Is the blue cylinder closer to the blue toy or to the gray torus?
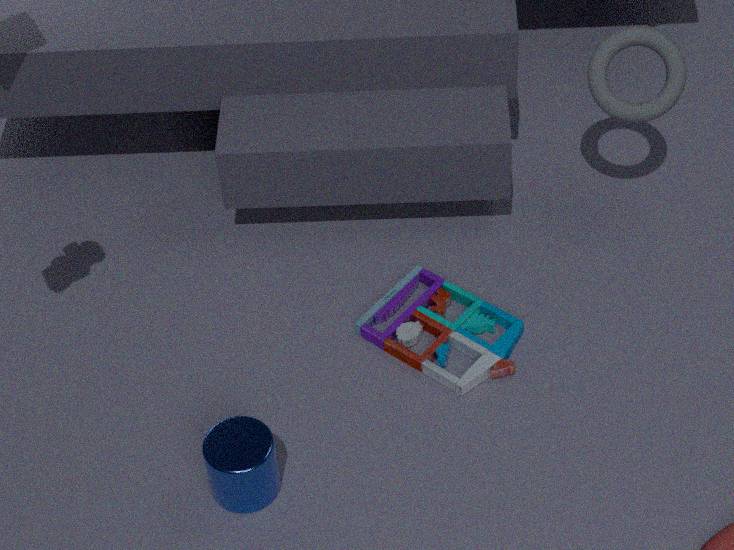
the blue toy
